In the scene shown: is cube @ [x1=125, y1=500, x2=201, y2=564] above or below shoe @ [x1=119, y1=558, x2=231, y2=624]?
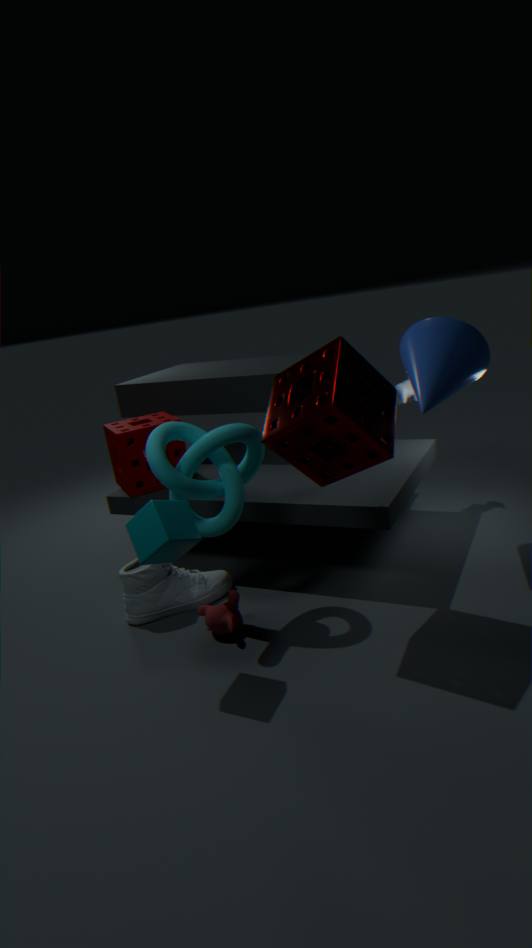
above
